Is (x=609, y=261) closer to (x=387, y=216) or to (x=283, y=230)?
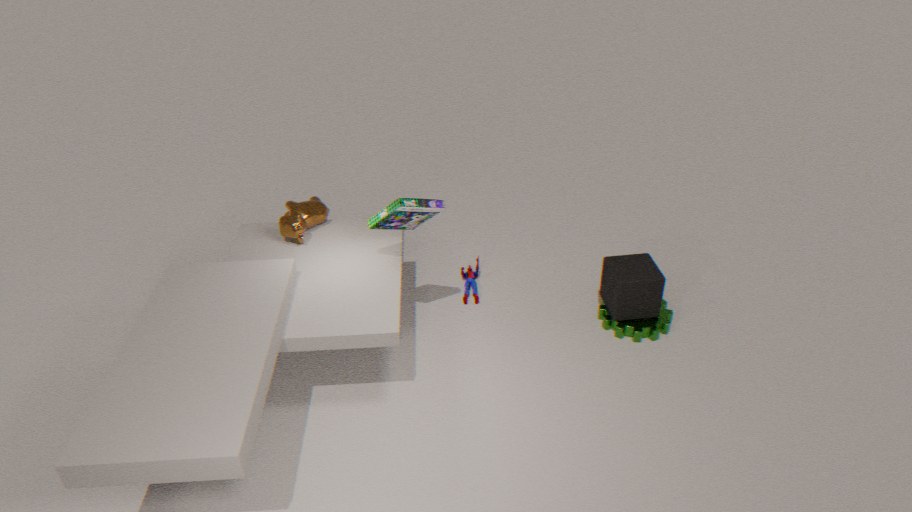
(x=387, y=216)
